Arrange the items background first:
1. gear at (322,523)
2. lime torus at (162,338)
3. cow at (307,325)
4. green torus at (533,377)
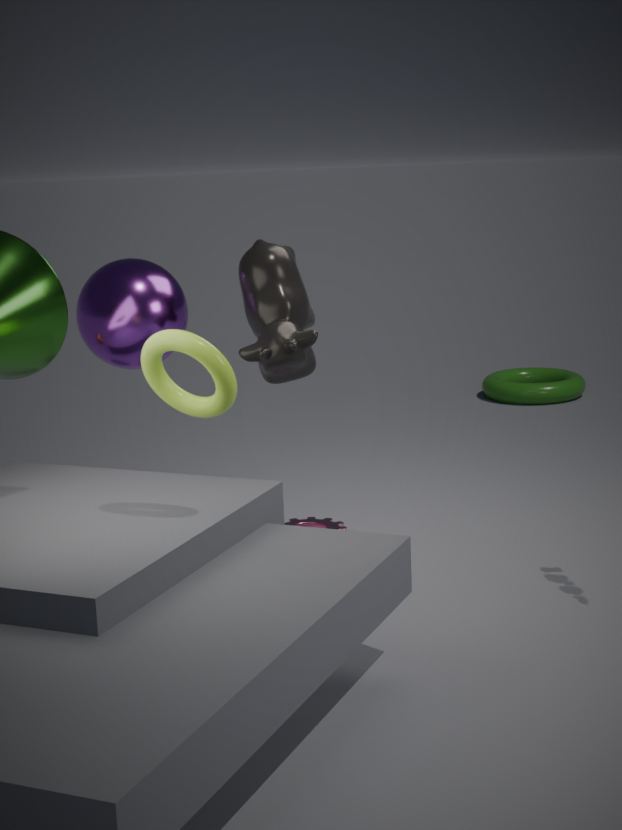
green torus at (533,377)
gear at (322,523)
cow at (307,325)
lime torus at (162,338)
